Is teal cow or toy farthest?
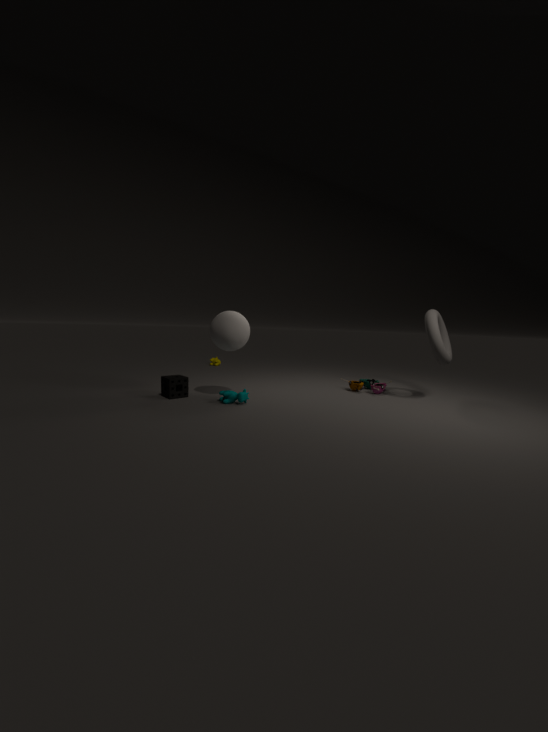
toy
